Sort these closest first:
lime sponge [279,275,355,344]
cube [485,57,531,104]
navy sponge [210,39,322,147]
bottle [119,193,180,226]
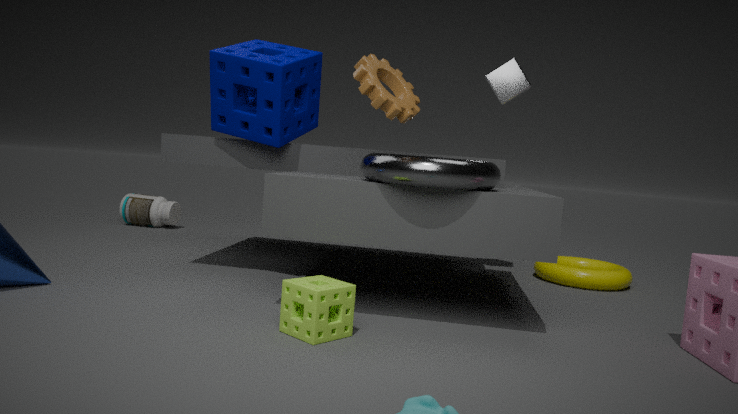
lime sponge [279,275,355,344], navy sponge [210,39,322,147], cube [485,57,531,104], bottle [119,193,180,226]
